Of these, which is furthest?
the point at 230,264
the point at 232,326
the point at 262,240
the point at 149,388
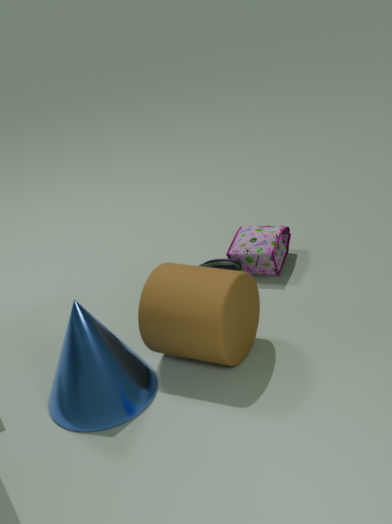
the point at 262,240
